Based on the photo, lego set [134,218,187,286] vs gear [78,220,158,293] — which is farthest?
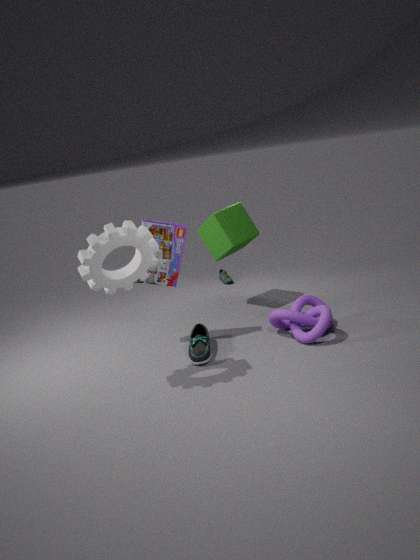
lego set [134,218,187,286]
